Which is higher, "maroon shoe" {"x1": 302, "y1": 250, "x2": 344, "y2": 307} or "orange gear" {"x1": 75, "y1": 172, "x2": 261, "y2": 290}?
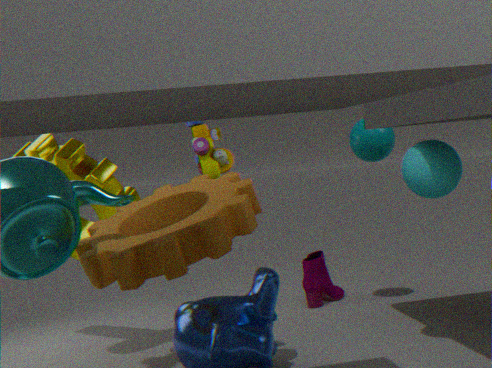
"orange gear" {"x1": 75, "y1": 172, "x2": 261, "y2": 290}
